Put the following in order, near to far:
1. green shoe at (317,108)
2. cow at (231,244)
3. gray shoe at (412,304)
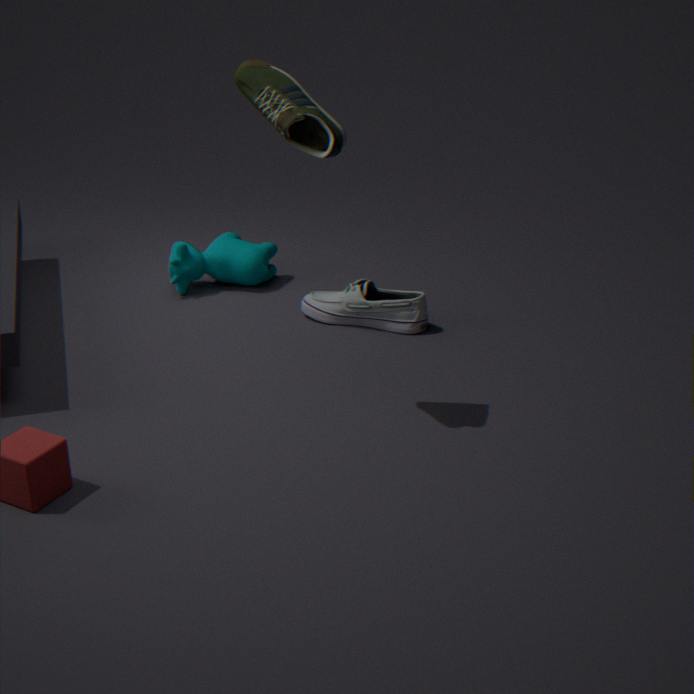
green shoe at (317,108)
gray shoe at (412,304)
cow at (231,244)
